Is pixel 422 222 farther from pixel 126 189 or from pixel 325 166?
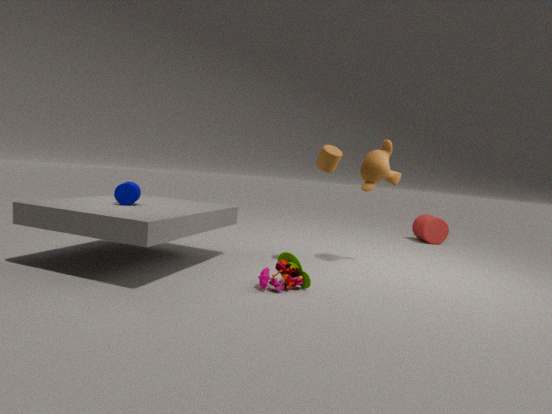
pixel 126 189
